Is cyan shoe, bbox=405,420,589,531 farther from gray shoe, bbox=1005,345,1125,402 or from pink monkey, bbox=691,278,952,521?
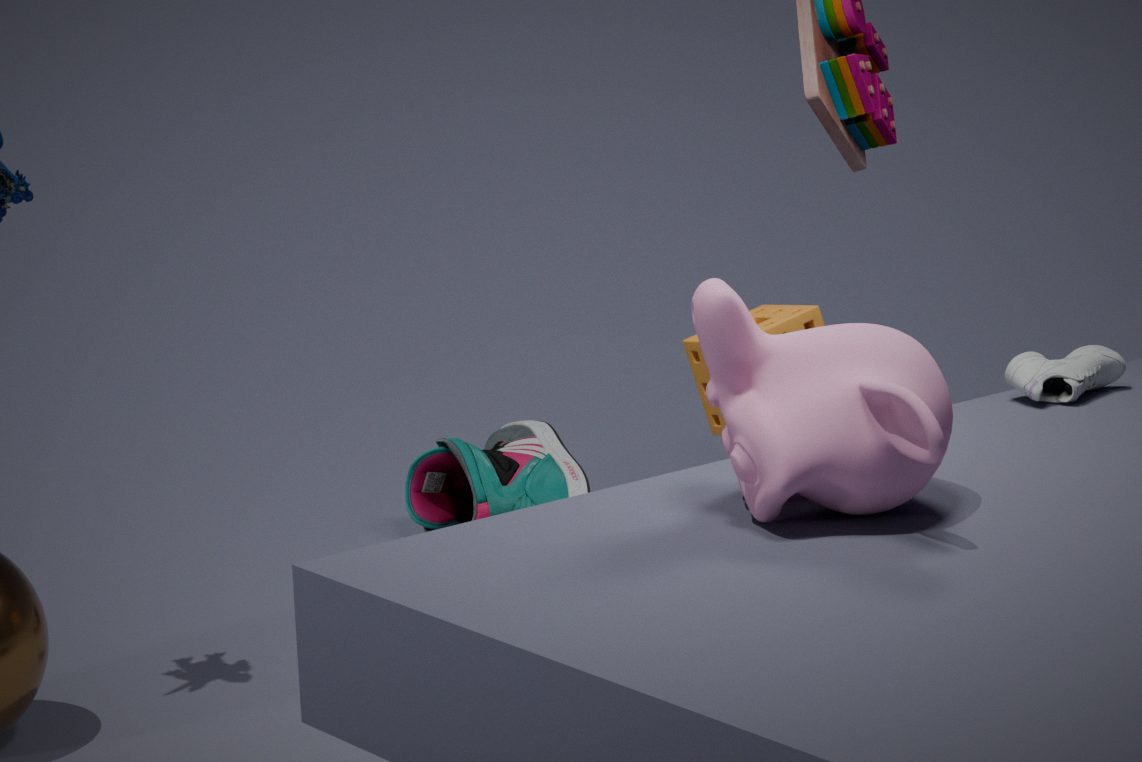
pink monkey, bbox=691,278,952,521
